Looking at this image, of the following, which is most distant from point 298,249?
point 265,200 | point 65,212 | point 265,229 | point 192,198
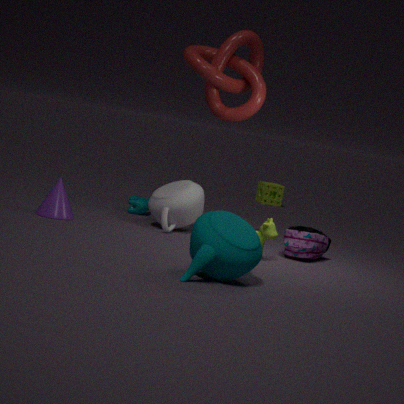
point 265,200
